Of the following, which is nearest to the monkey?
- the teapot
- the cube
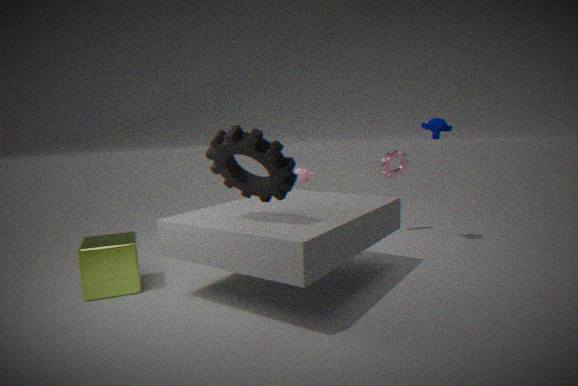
the teapot
